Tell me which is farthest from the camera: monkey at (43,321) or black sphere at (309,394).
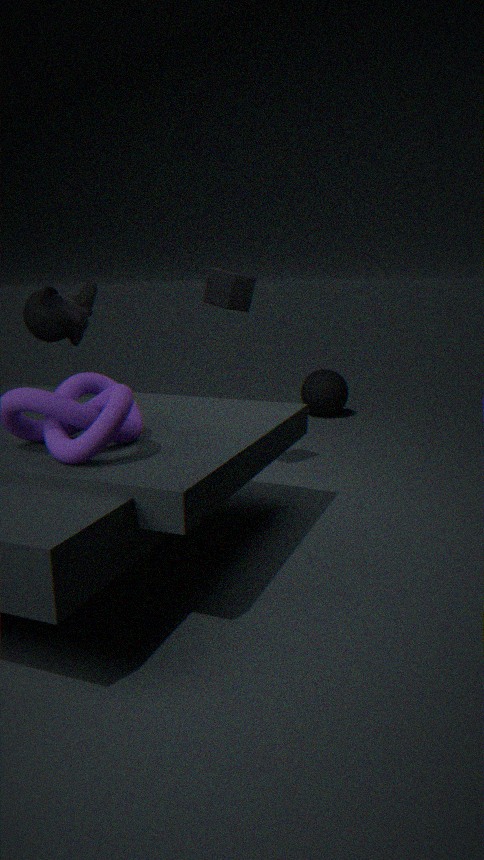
black sphere at (309,394)
